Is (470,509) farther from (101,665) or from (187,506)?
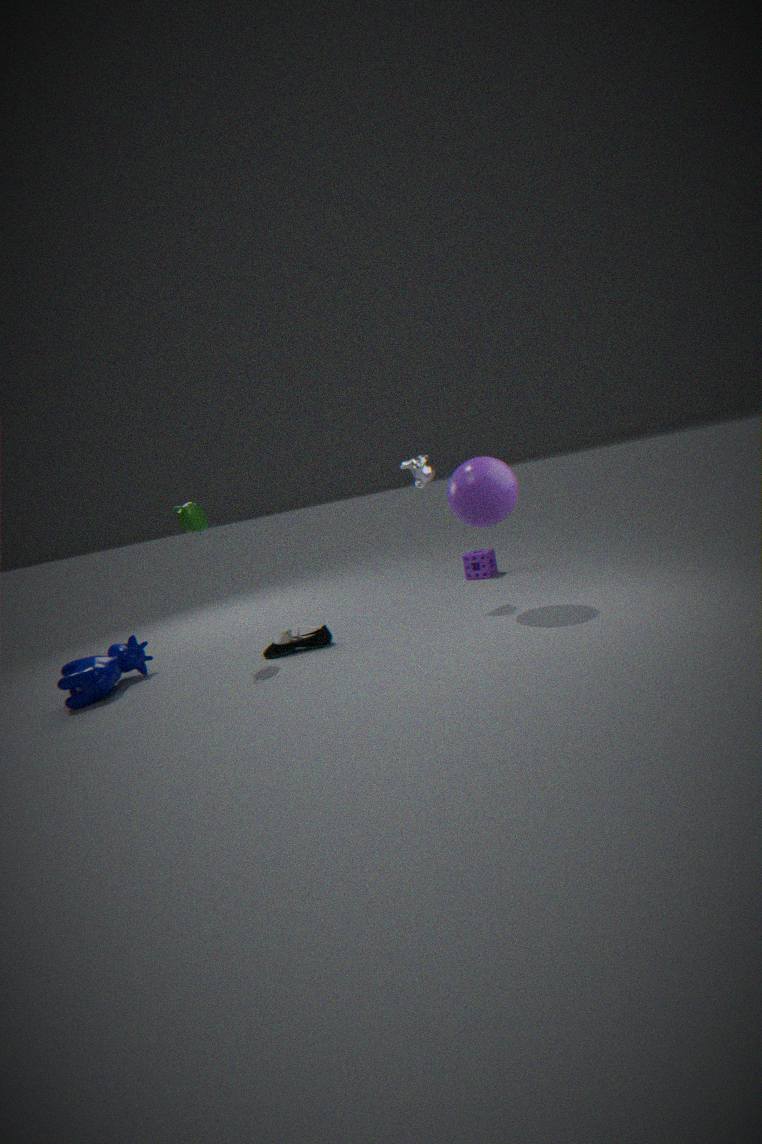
(101,665)
